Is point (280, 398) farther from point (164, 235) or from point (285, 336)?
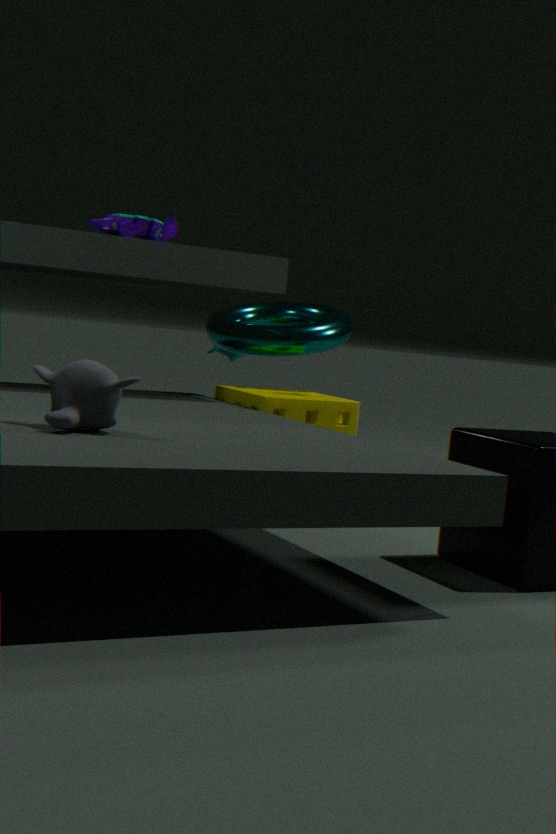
point (164, 235)
